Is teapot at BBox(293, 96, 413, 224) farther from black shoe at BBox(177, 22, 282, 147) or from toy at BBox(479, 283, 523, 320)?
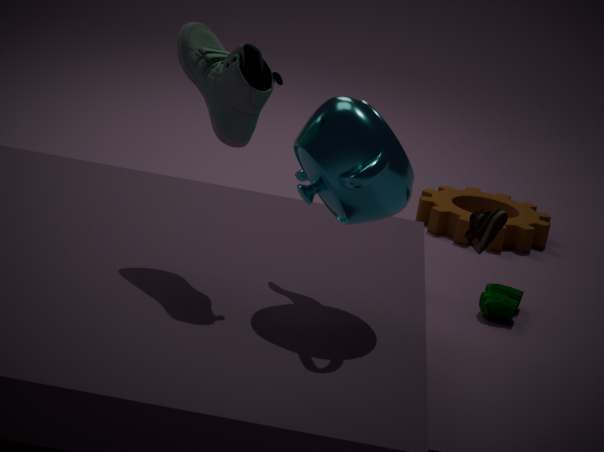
toy at BBox(479, 283, 523, 320)
